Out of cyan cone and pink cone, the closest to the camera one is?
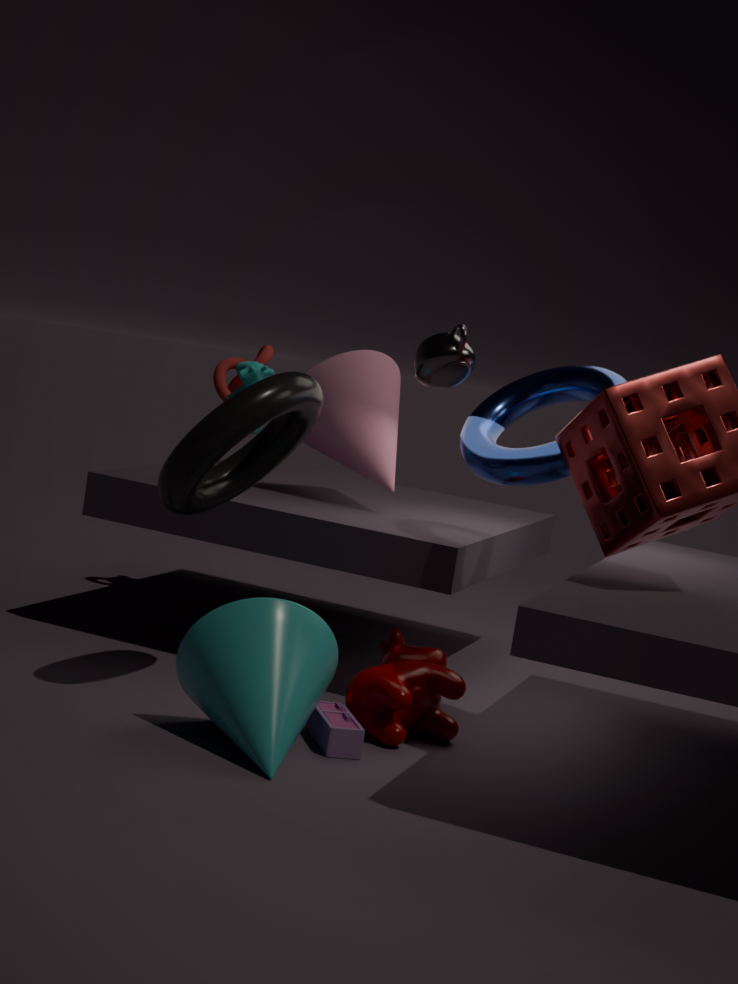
cyan cone
